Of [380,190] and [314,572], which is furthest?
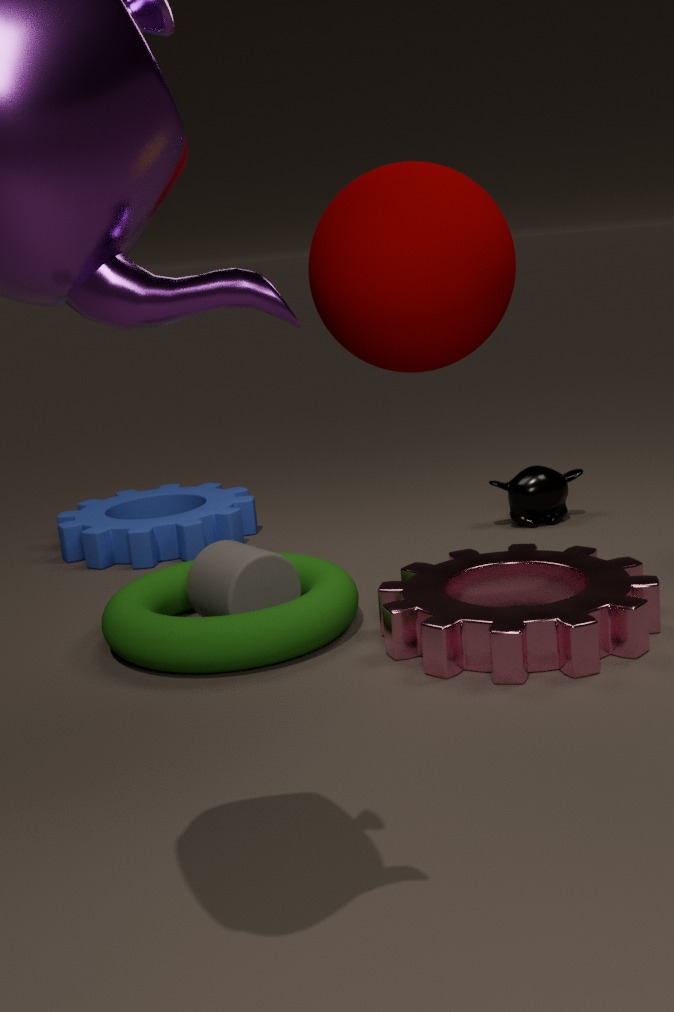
[314,572]
